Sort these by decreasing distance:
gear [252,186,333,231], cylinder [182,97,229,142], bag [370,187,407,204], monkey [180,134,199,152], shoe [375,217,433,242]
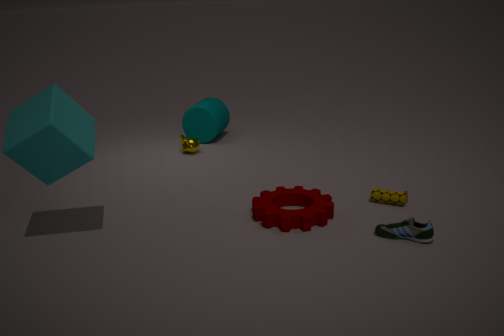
cylinder [182,97,229,142]
monkey [180,134,199,152]
bag [370,187,407,204]
gear [252,186,333,231]
shoe [375,217,433,242]
